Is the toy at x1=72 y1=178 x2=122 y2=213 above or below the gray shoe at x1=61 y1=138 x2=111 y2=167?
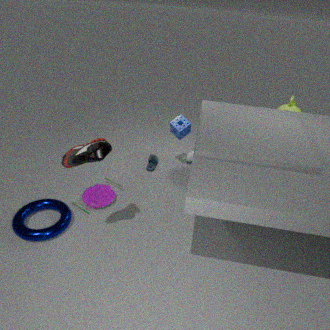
below
